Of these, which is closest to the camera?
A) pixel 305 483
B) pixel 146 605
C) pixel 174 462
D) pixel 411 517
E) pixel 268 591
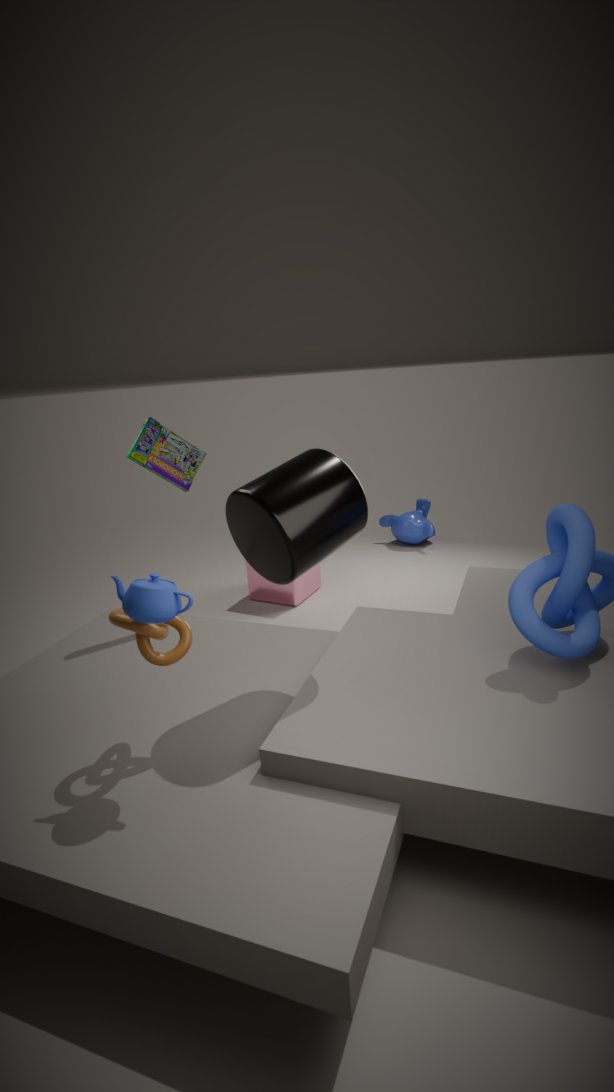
Result: B. pixel 146 605
